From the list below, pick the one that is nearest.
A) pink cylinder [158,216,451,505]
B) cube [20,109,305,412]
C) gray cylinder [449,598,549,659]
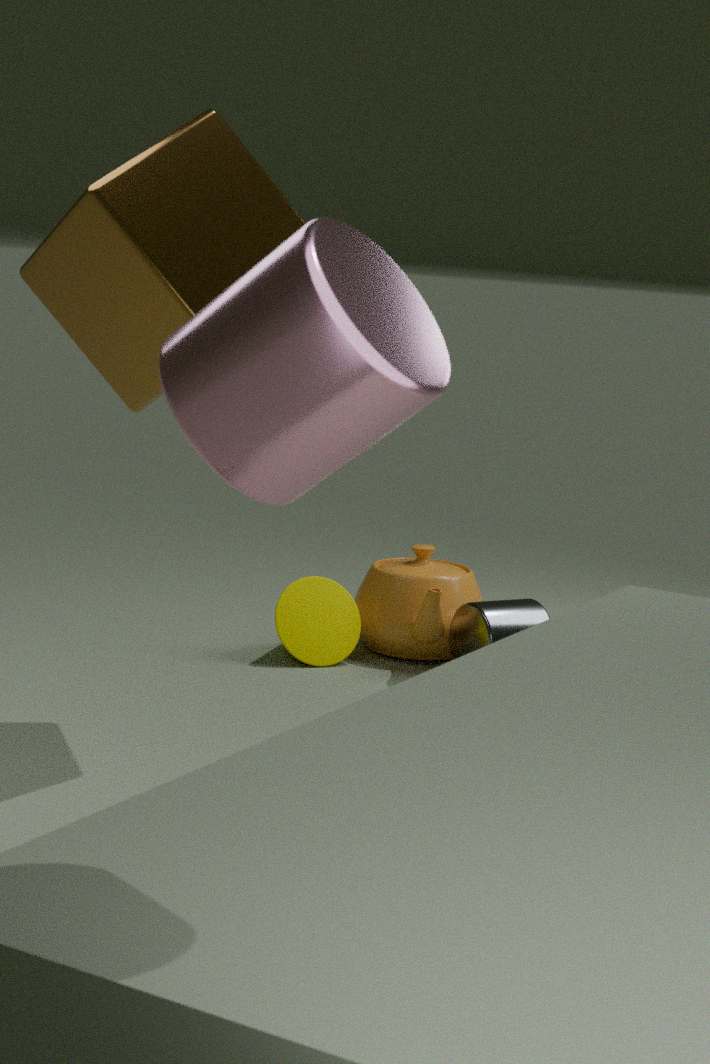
pink cylinder [158,216,451,505]
